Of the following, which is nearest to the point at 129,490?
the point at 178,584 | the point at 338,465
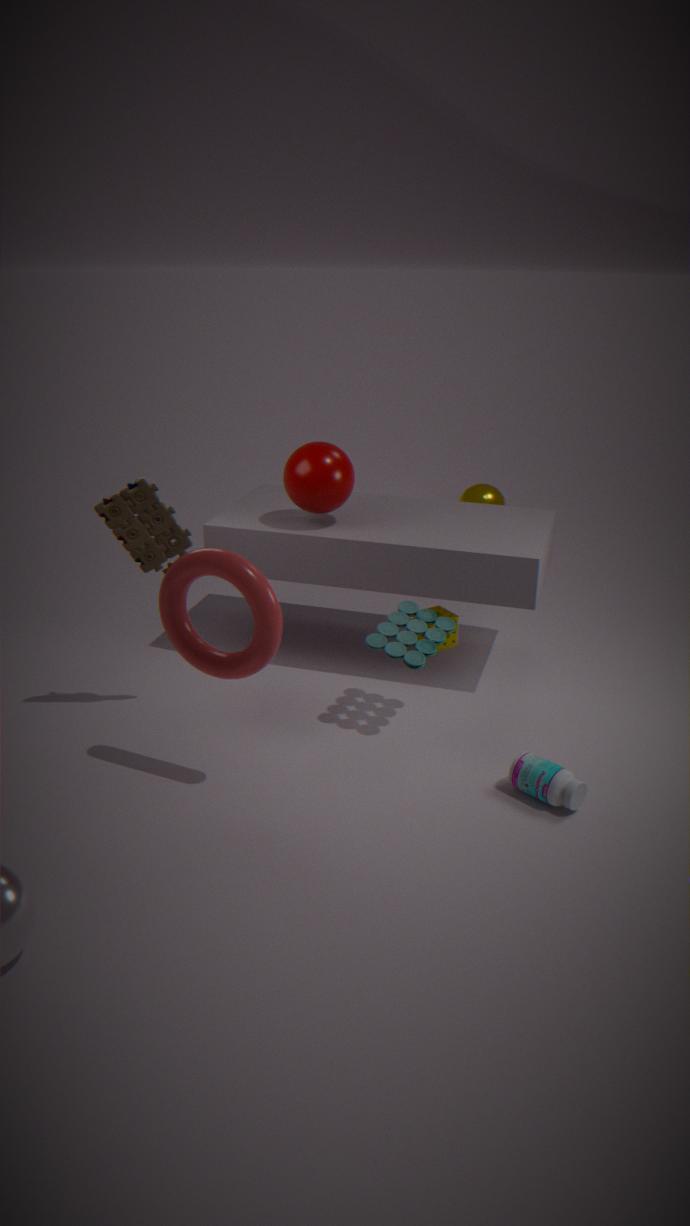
the point at 178,584
